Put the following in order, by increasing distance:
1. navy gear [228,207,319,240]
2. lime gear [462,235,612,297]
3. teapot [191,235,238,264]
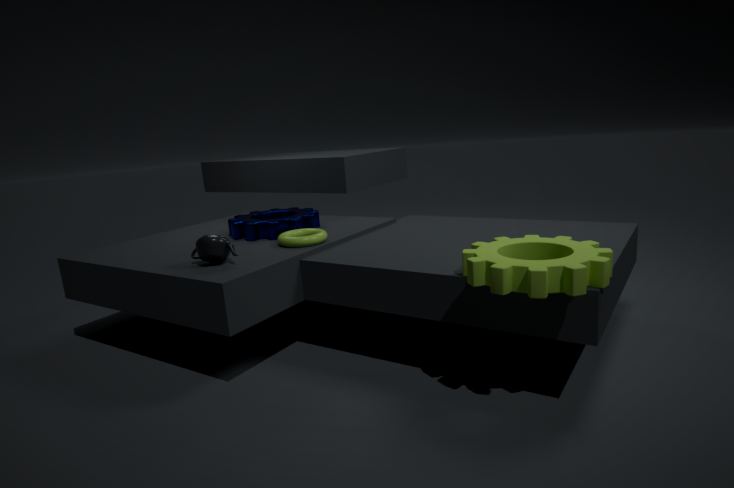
lime gear [462,235,612,297] < teapot [191,235,238,264] < navy gear [228,207,319,240]
